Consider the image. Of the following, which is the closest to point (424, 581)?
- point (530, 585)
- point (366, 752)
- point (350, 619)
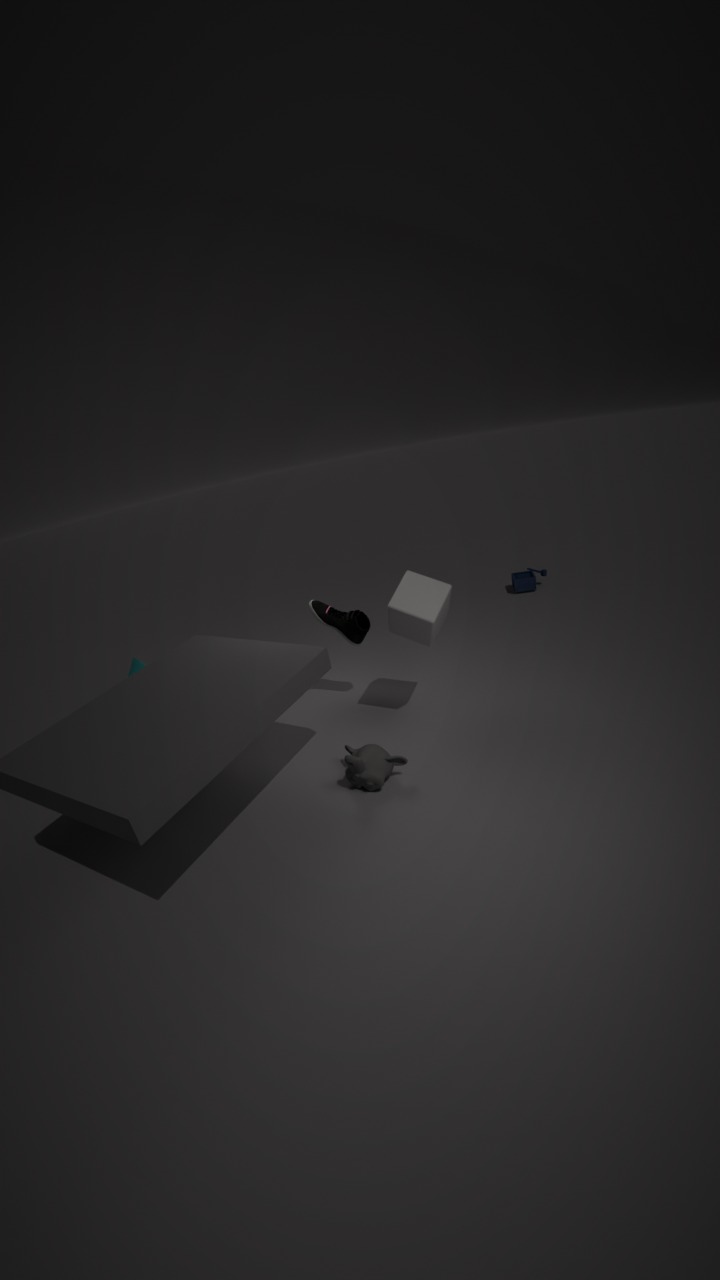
point (350, 619)
